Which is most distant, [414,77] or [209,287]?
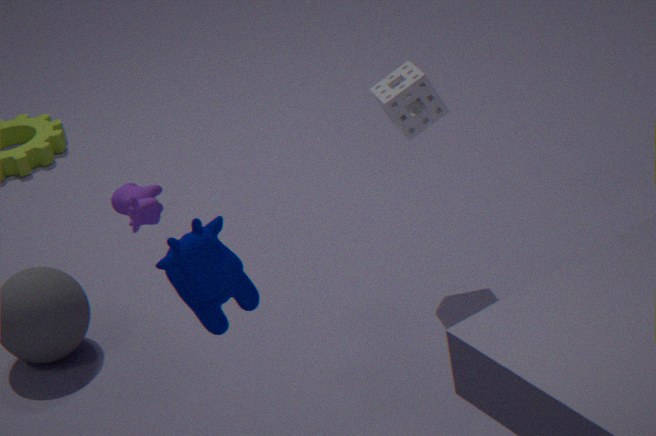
[414,77]
